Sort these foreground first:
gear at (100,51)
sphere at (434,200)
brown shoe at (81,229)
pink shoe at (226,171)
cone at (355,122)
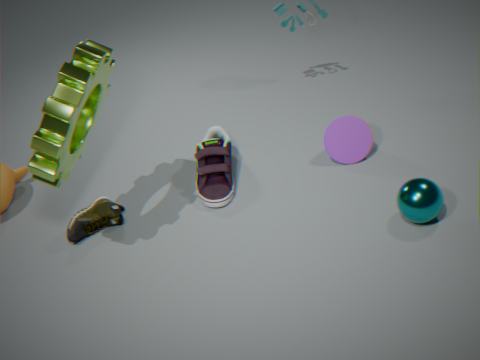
gear at (100,51)
sphere at (434,200)
brown shoe at (81,229)
pink shoe at (226,171)
cone at (355,122)
